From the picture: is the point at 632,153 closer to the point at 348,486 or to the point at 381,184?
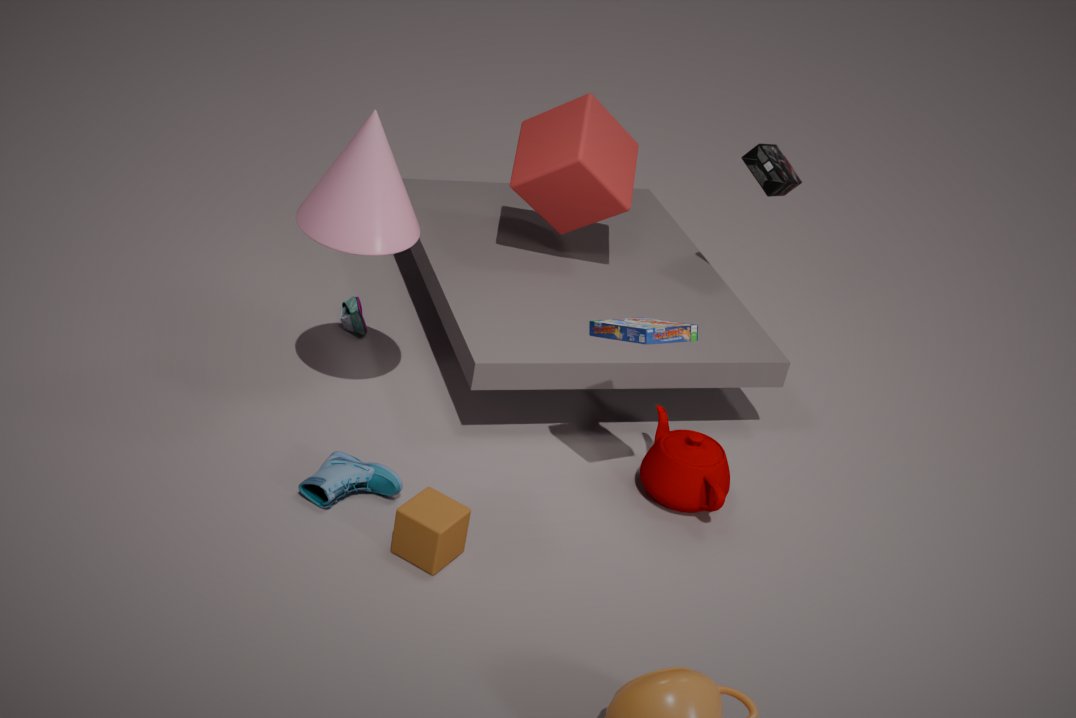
the point at 381,184
